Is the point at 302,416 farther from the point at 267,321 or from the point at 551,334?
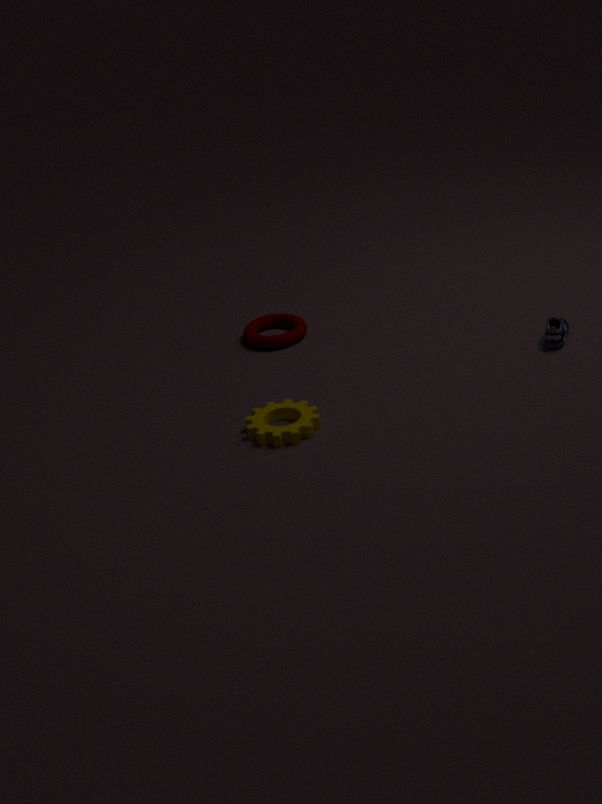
the point at 551,334
